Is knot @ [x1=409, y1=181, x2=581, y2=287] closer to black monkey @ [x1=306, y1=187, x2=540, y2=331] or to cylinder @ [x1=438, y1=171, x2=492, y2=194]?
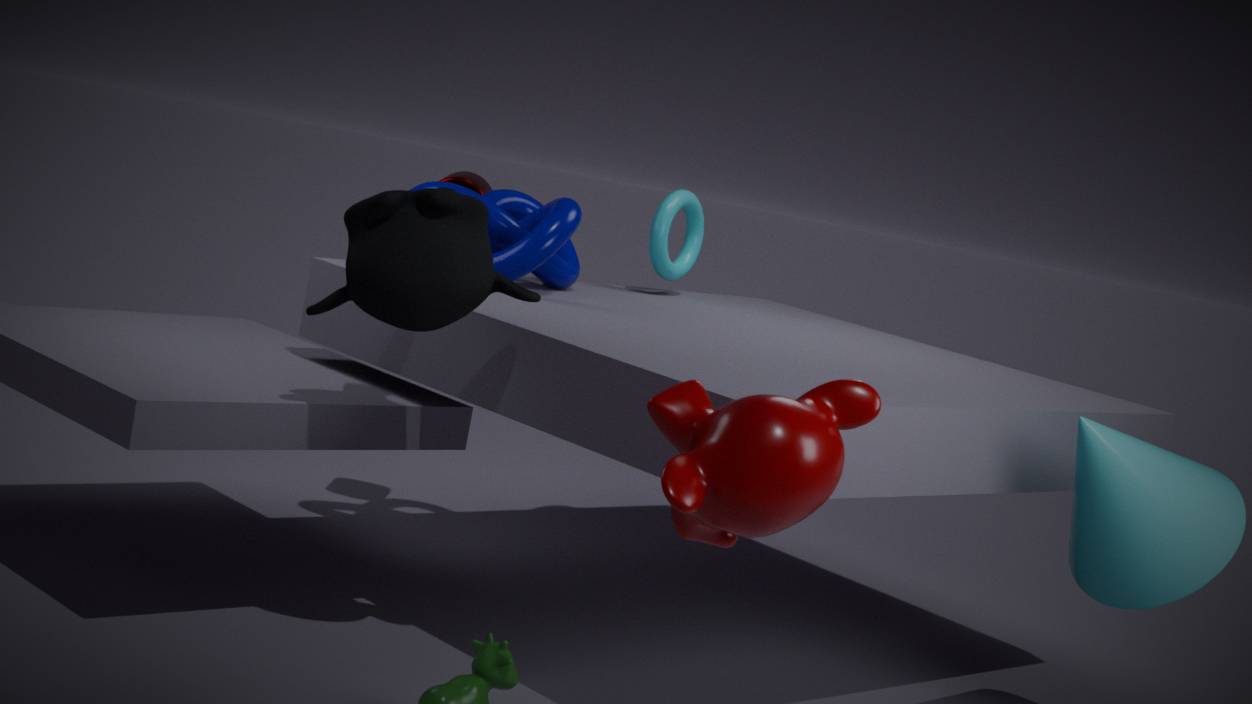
cylinder @ [x1=438, y1=171, x2=492, y2=194]
